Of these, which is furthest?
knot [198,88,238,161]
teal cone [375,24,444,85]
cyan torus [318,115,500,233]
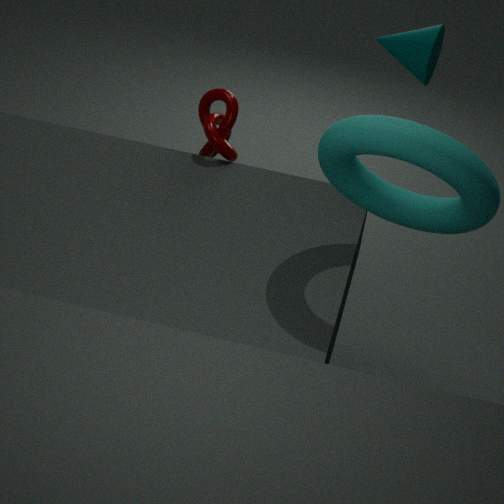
teal cone [375,24,444,85]
